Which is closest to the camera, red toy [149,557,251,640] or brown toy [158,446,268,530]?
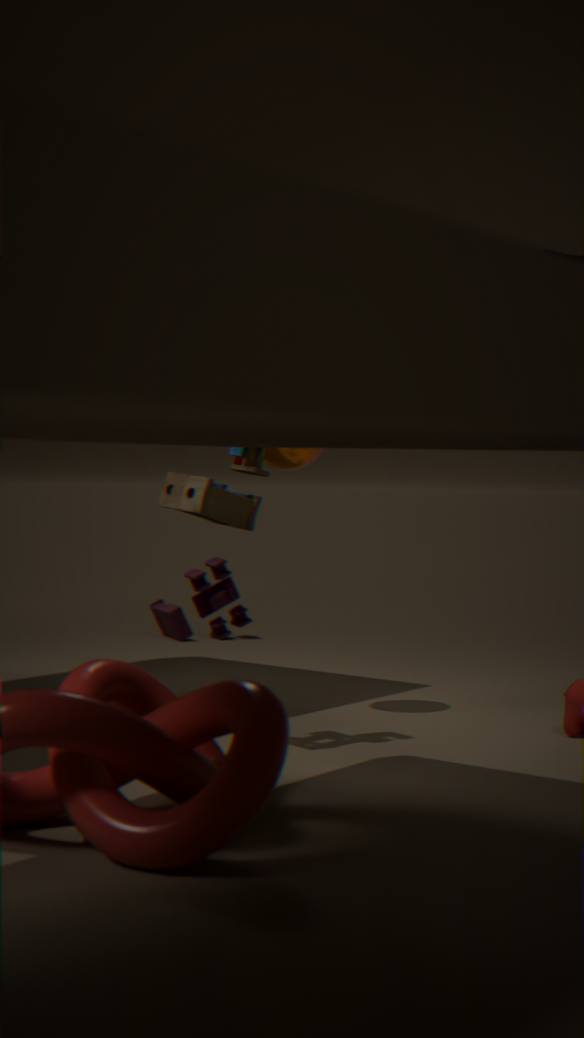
brown toy [158,446,268,530]
